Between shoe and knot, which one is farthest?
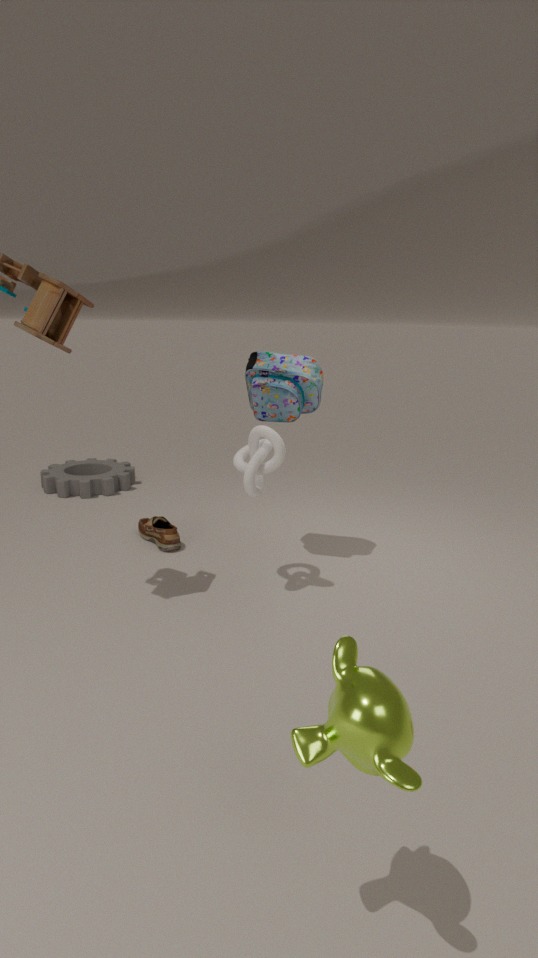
shoe
